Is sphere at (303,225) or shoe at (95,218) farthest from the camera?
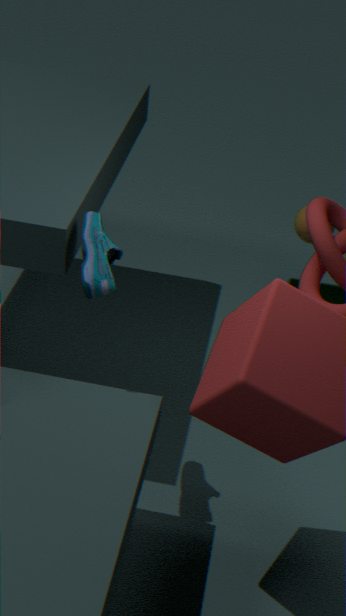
sphere at (303,225)
